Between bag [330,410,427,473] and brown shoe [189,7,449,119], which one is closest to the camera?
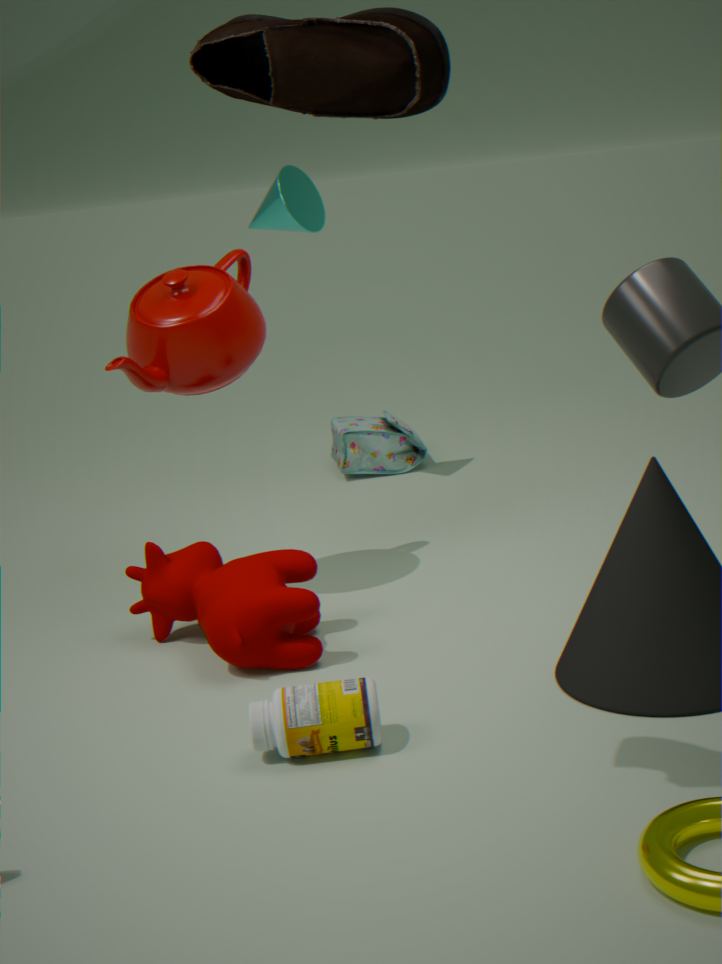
brown shoe [189,7,449,119]
